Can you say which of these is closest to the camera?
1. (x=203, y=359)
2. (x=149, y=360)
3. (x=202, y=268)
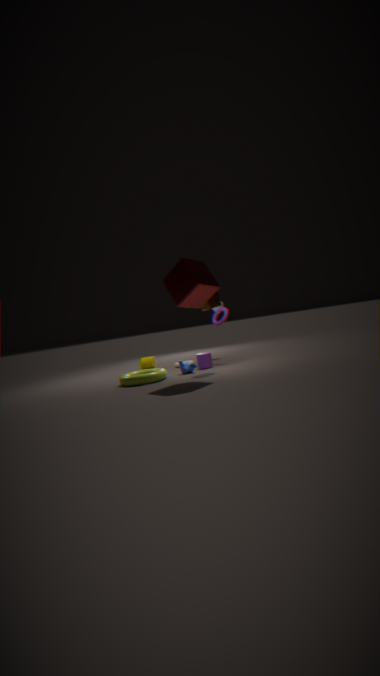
(x=202, y=268)
